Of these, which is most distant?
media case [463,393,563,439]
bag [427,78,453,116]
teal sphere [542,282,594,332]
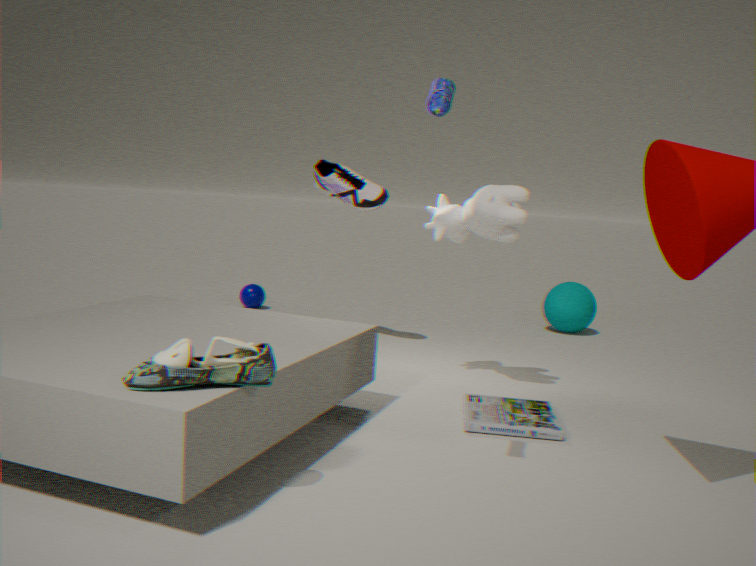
teal sphere [542,282,594,332]
